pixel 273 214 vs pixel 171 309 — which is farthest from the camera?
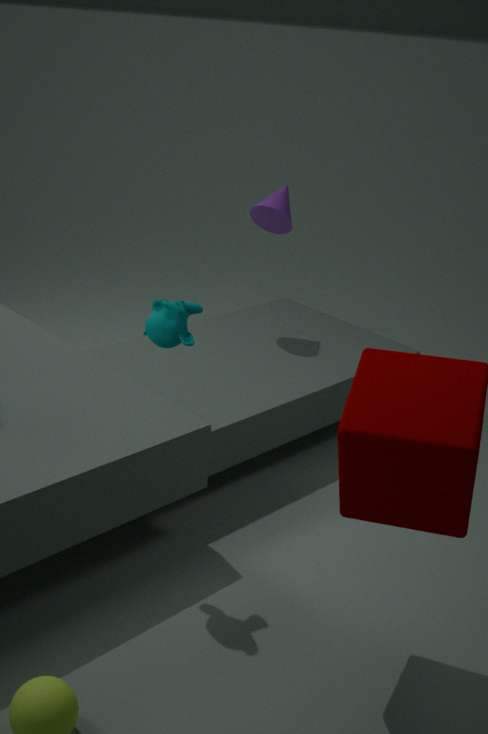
pixel 273 214
